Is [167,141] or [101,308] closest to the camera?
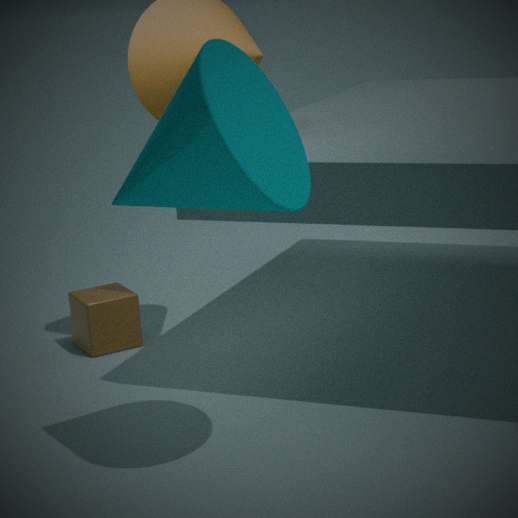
[167,141]
